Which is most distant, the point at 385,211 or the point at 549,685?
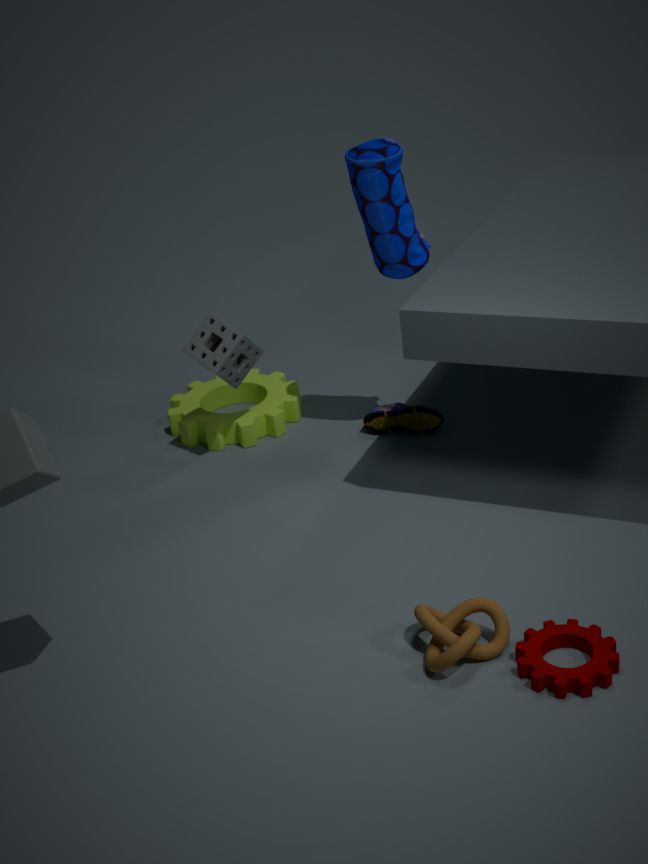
the point at 385,211
